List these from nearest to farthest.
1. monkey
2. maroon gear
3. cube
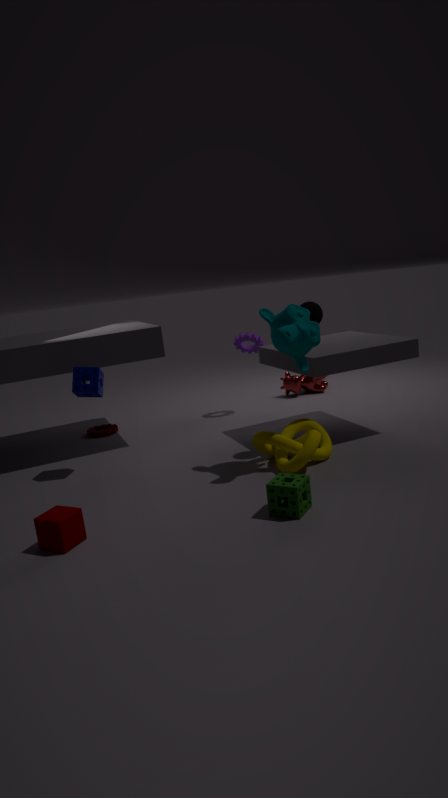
cube < monkey < maroon gear
